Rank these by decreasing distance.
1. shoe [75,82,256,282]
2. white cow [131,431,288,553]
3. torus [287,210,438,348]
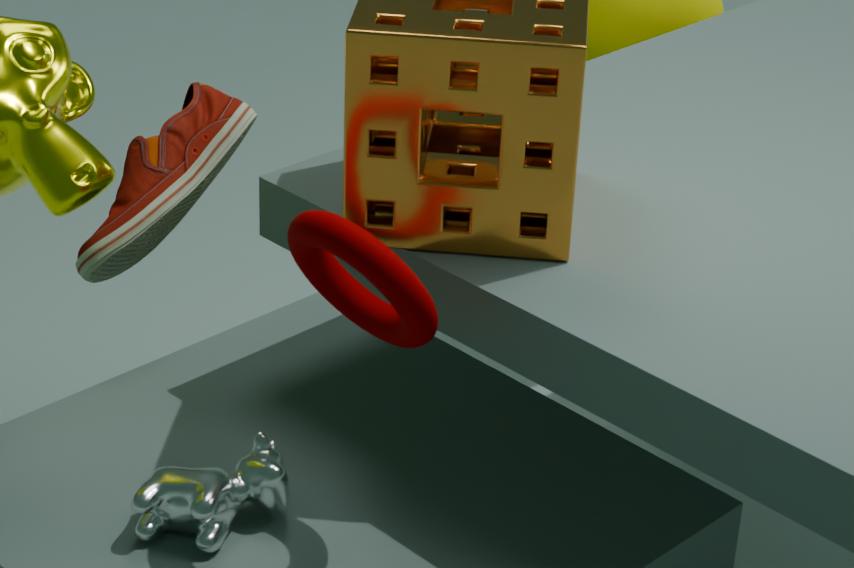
1. shoe [75,82,256,282]
2. white cow [131,431,288,553]
3. torus [287,210,438,348]
